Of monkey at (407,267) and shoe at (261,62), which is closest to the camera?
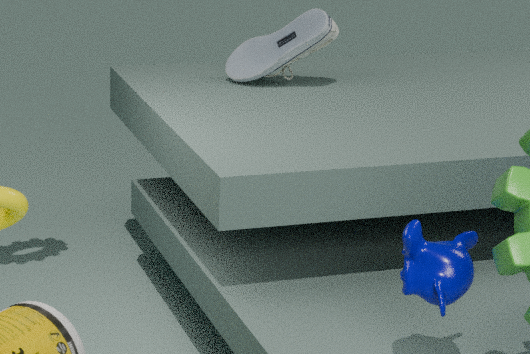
monkey at (407,267)
